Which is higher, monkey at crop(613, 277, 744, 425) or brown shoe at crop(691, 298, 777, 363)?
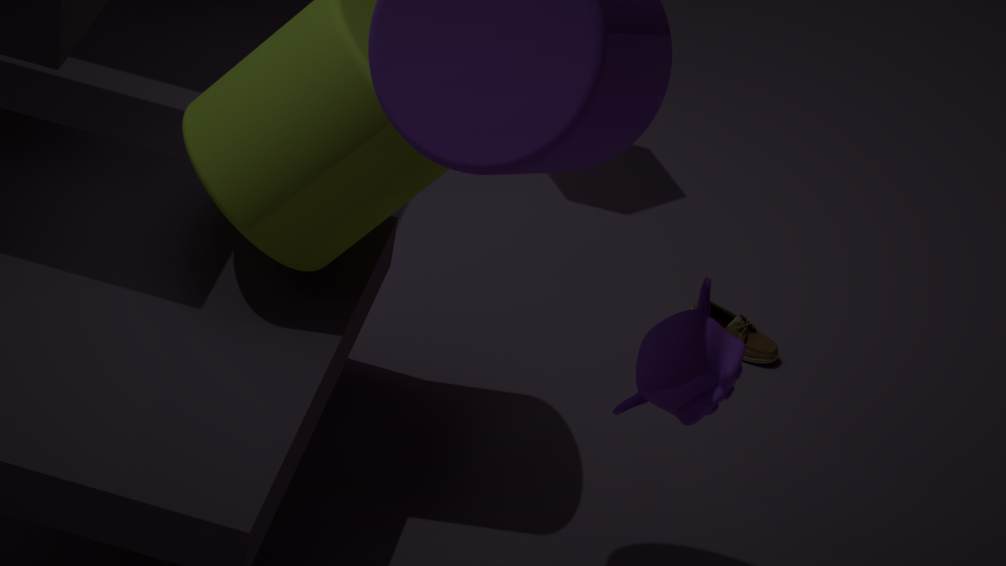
monkey at crop(613, 277, 744, 425)
